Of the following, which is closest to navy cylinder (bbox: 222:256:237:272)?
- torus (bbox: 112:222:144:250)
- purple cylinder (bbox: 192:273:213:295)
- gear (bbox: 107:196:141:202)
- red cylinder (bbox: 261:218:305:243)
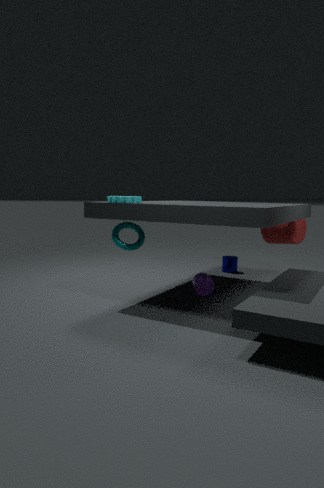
red cylinder (bbox: 261:218:305:243)
